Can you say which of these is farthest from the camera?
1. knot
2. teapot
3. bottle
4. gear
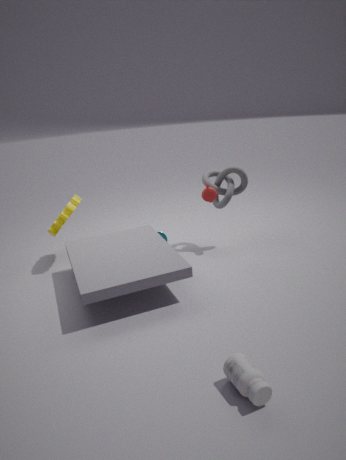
knot
